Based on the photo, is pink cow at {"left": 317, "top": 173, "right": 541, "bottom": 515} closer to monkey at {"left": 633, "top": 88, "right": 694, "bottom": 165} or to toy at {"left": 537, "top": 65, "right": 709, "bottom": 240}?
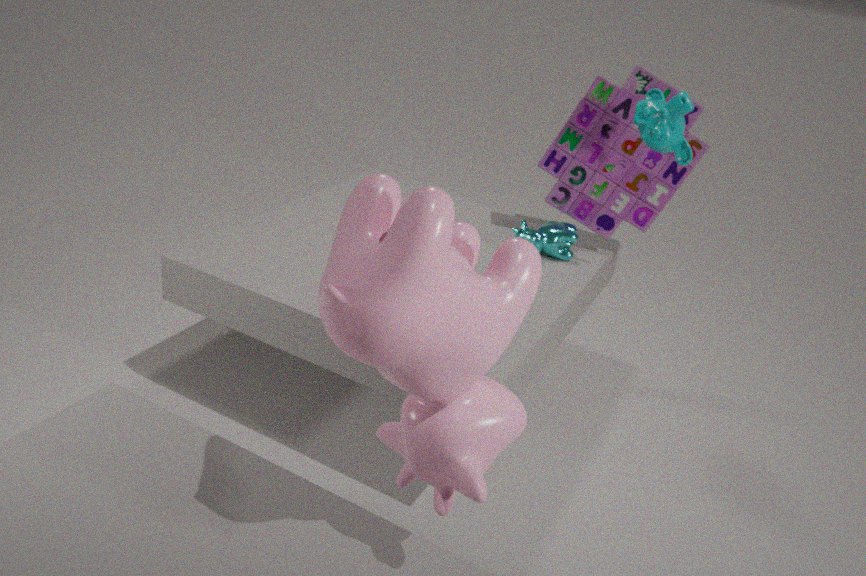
monkey at {"left": 633, "top": 88, "right": 694, "bottom": 165}
